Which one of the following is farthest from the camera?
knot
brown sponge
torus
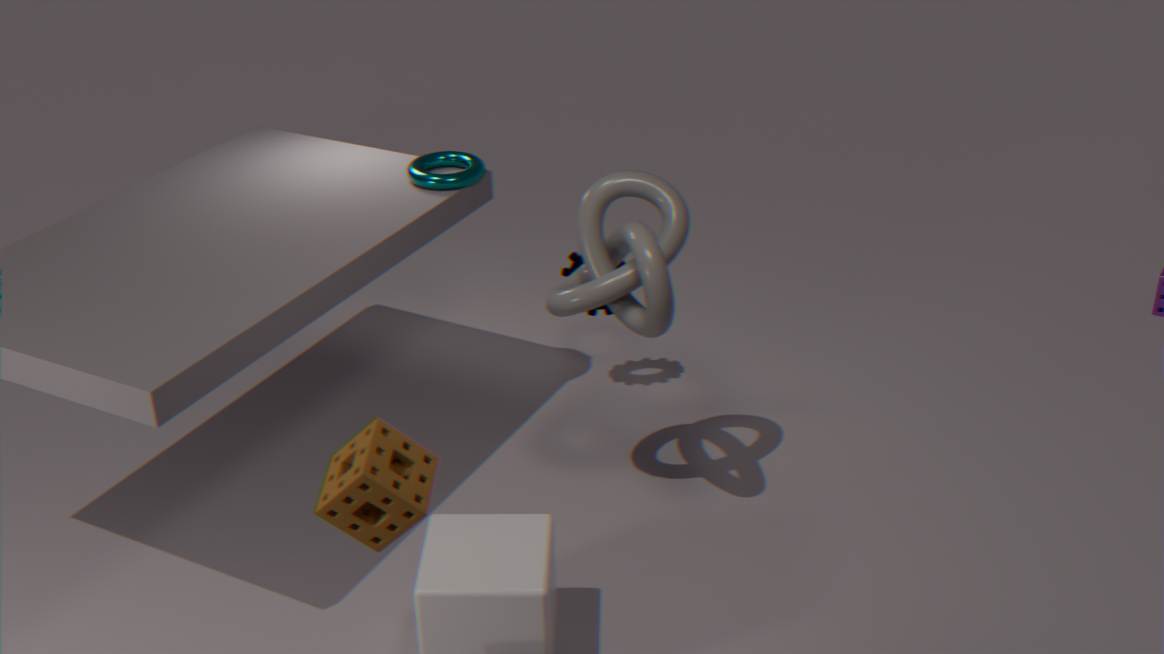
torus
